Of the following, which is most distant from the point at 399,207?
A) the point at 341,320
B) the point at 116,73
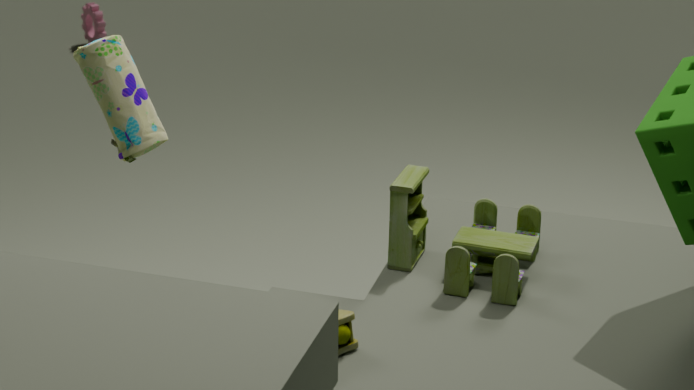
the point at 116,73
